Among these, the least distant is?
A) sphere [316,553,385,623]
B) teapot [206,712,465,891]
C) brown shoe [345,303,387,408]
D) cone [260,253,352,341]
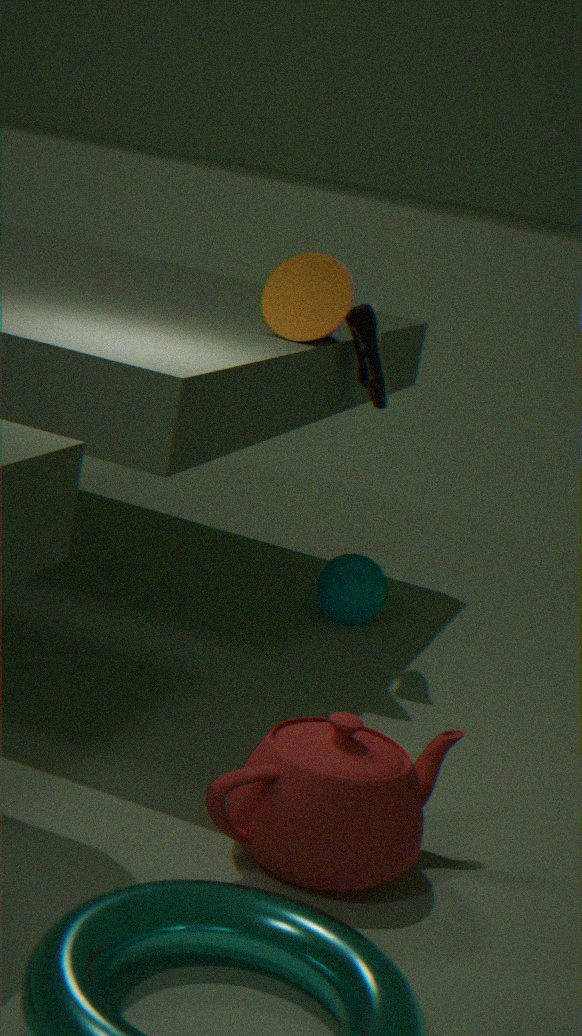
teapot [206,712,465,891]
